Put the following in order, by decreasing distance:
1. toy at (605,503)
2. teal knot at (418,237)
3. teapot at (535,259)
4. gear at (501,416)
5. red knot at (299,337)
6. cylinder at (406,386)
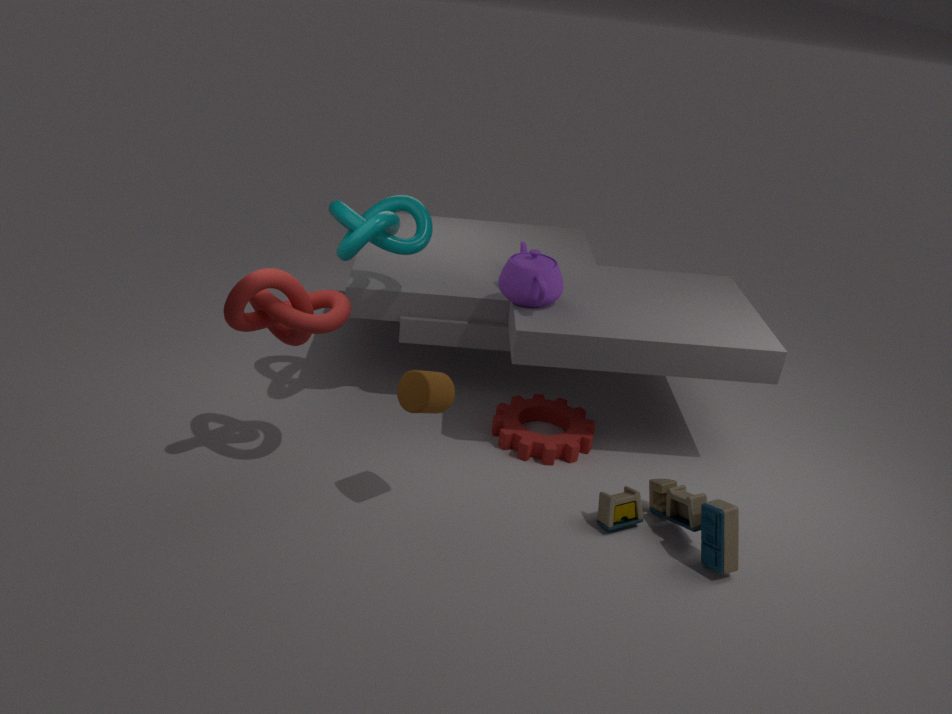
1. gear at (501,416)
2. teapot at (535,259)
3. teal knot at (418,237)
4. toy at (605,503)
5. red knot at (299,337)
6. cylinder at (406,386)
